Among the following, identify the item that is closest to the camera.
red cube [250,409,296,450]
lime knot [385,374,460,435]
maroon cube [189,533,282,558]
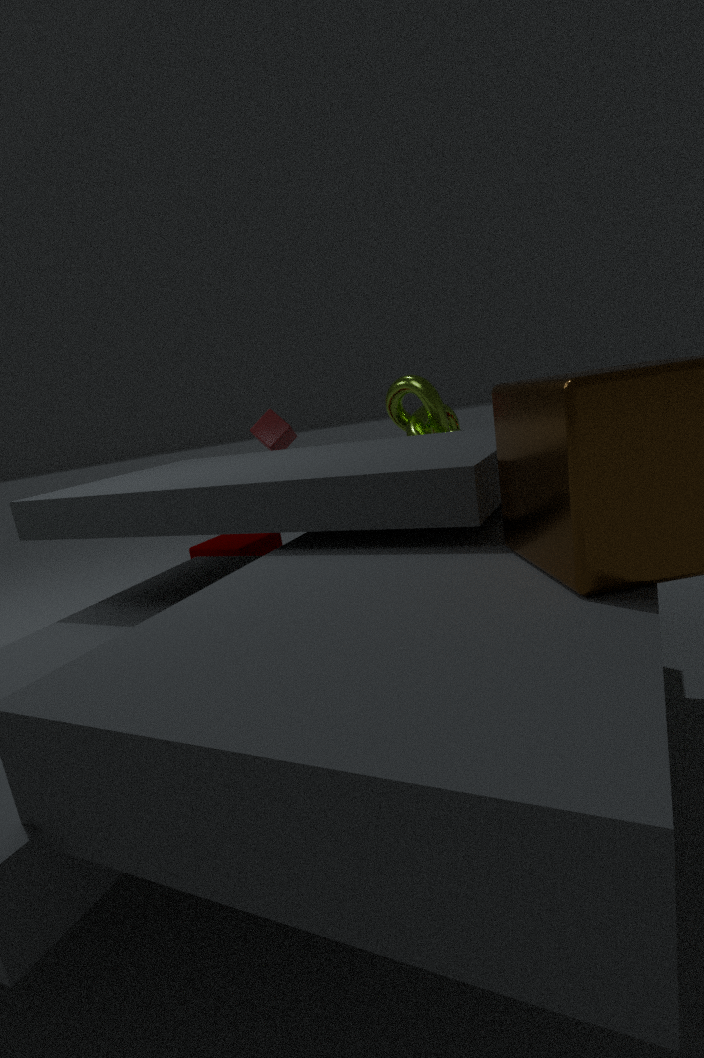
lime knot [385,374,460,435]
